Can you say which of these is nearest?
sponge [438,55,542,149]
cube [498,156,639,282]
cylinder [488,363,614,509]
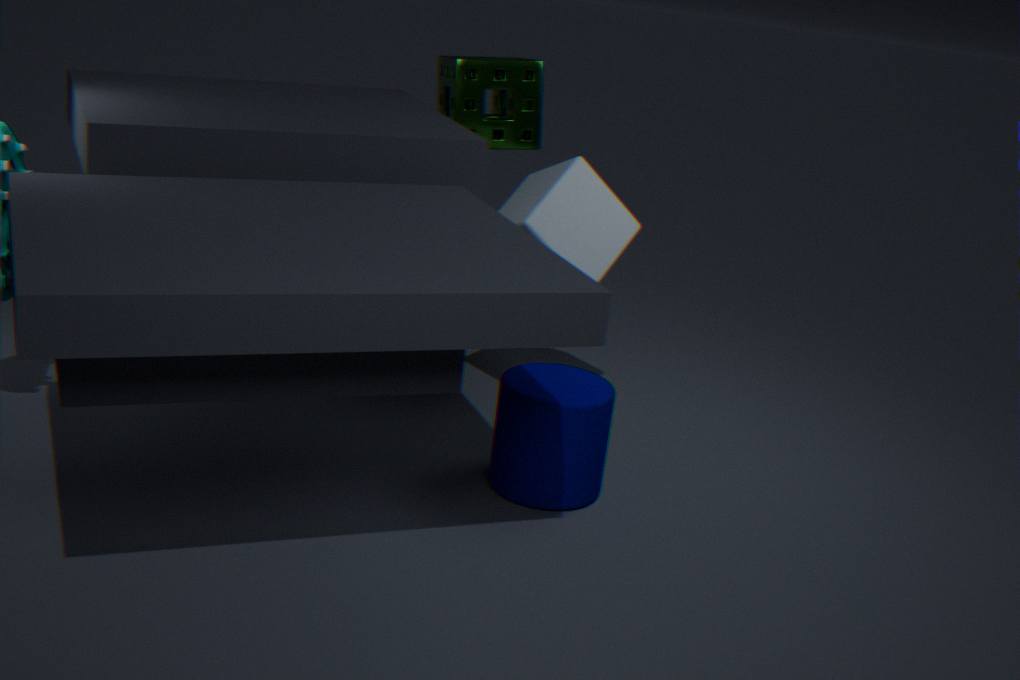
cylinder [488,363,614,509]
